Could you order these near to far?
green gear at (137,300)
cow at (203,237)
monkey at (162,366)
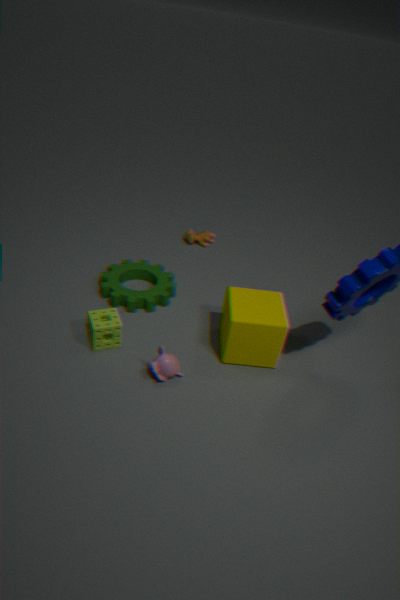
monkey at (162,366) → green gear at (137,300) → cow at (203,237)
